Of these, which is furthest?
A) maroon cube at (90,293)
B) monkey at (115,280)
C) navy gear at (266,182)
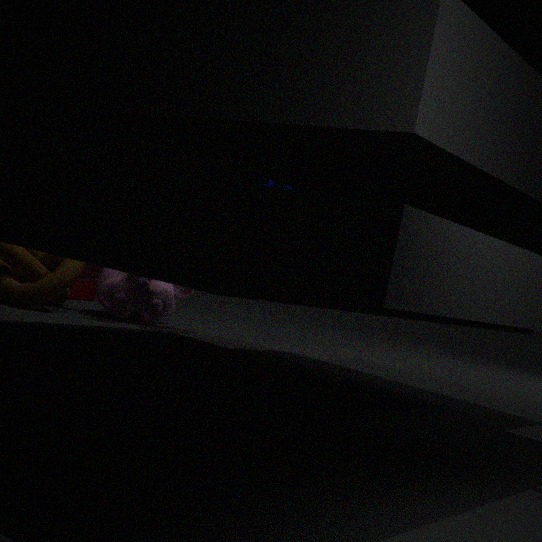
maroon cube at (90,293)
